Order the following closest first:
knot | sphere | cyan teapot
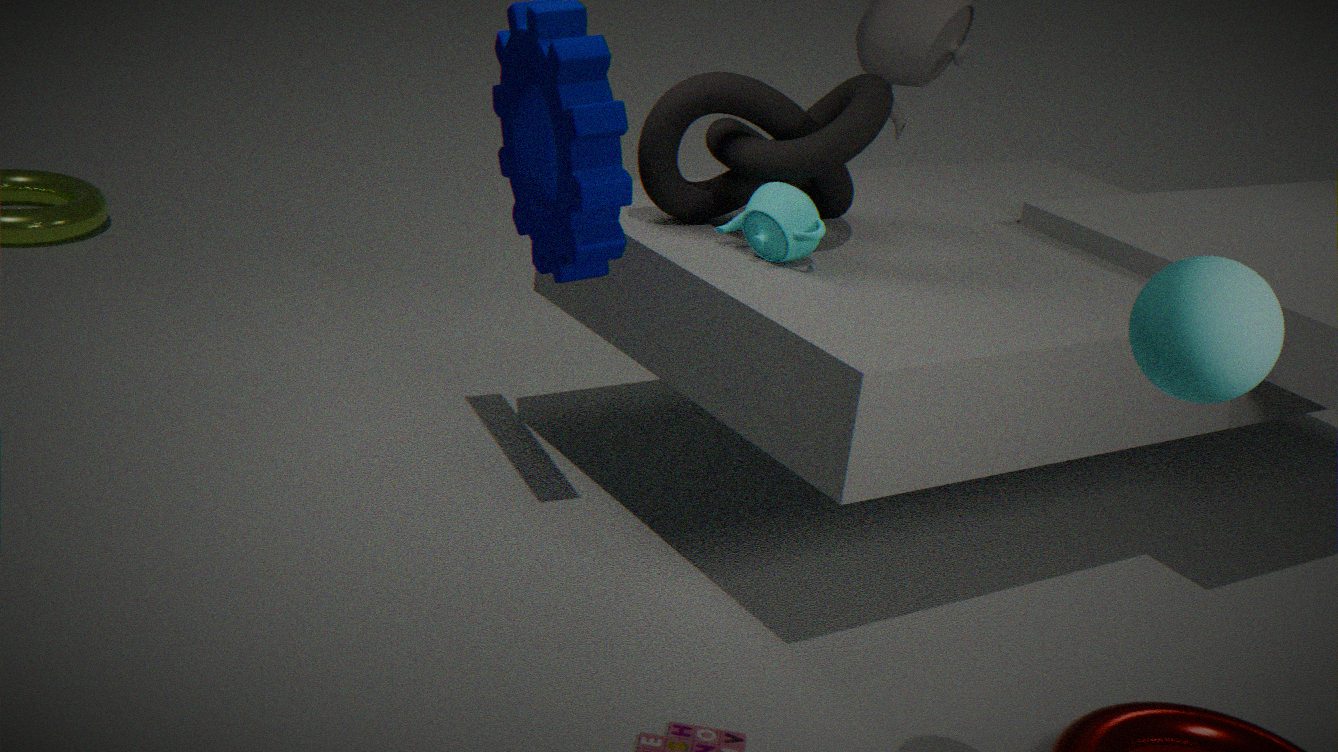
sphere
cyan teapot
knot
